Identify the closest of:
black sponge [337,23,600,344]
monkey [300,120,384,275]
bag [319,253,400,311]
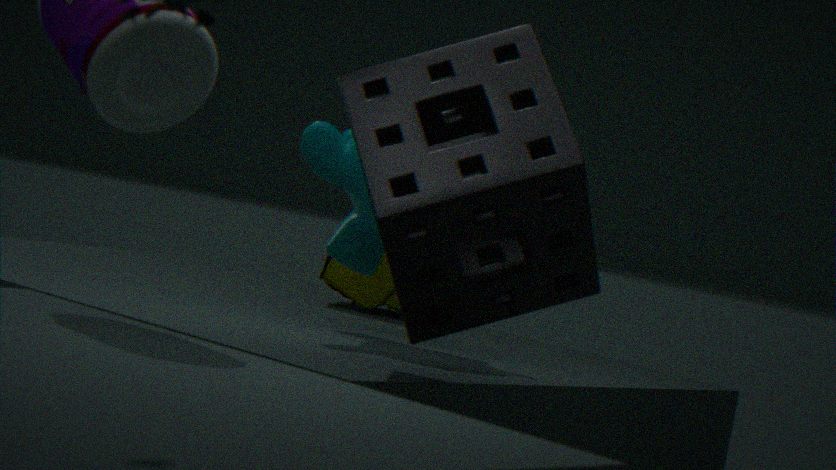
black sponge [337,23,600,344]
